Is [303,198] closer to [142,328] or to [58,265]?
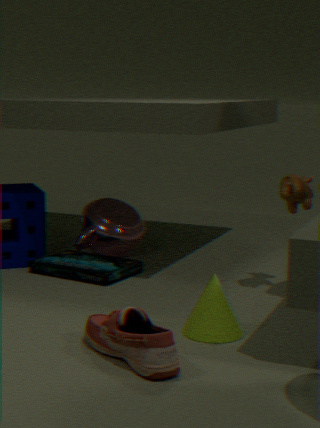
[58,265]
